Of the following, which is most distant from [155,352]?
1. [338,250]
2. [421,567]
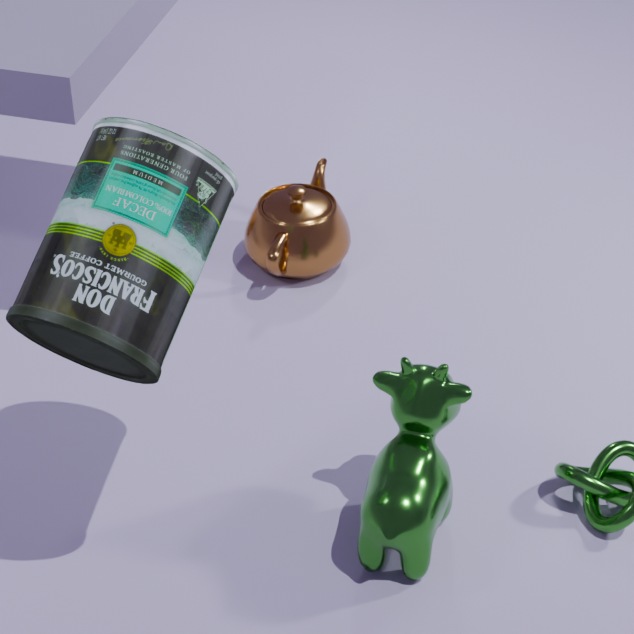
[338,250]
